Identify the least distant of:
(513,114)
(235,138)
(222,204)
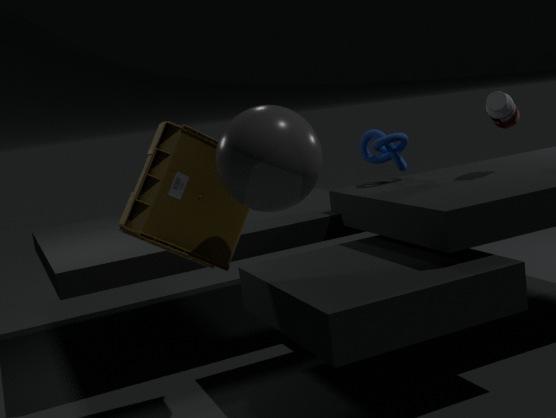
(235,138)
